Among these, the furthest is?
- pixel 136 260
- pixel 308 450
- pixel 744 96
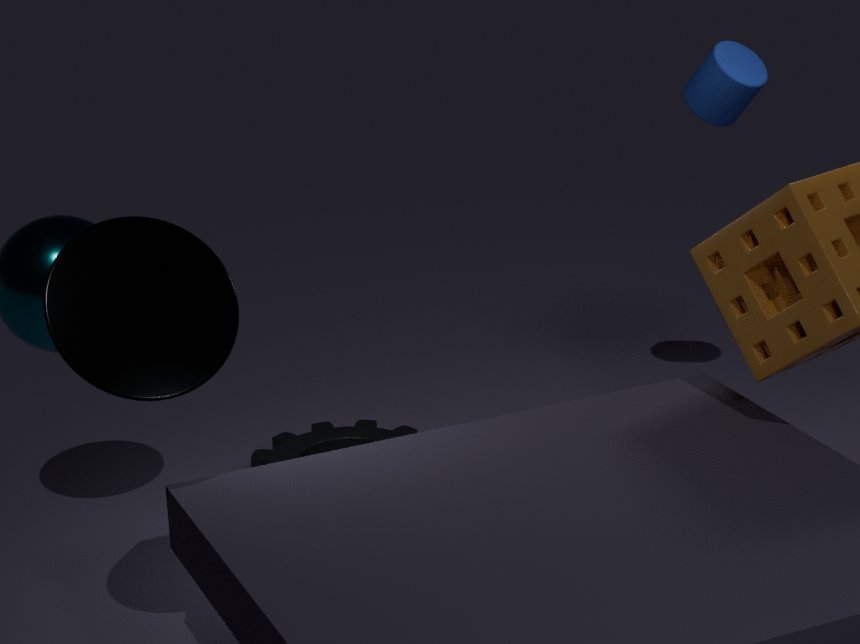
pixel 308 450
